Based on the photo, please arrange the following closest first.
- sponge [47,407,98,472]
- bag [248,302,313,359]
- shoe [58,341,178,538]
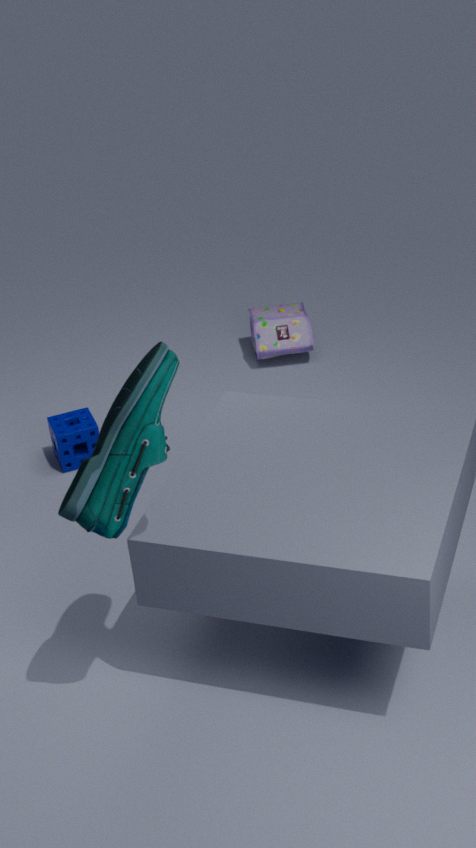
shoe [58,341,178,538] < sponge [47,407,98,472] < bag [248,302,313,359]
